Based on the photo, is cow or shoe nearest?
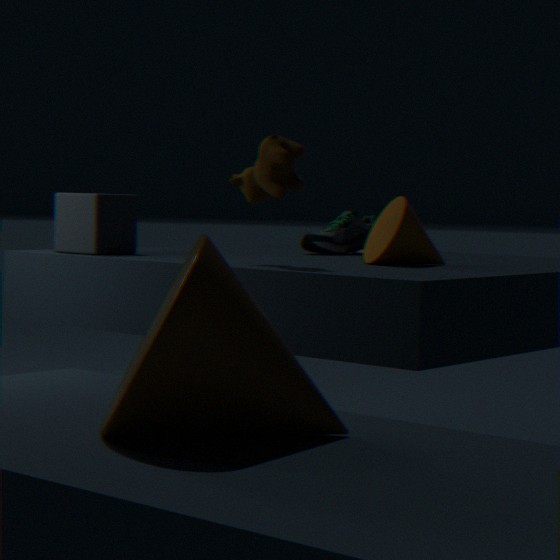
cow
